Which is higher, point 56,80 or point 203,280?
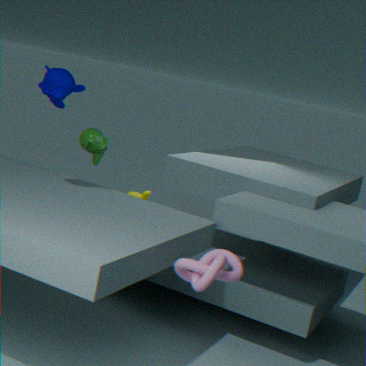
point 56,80
